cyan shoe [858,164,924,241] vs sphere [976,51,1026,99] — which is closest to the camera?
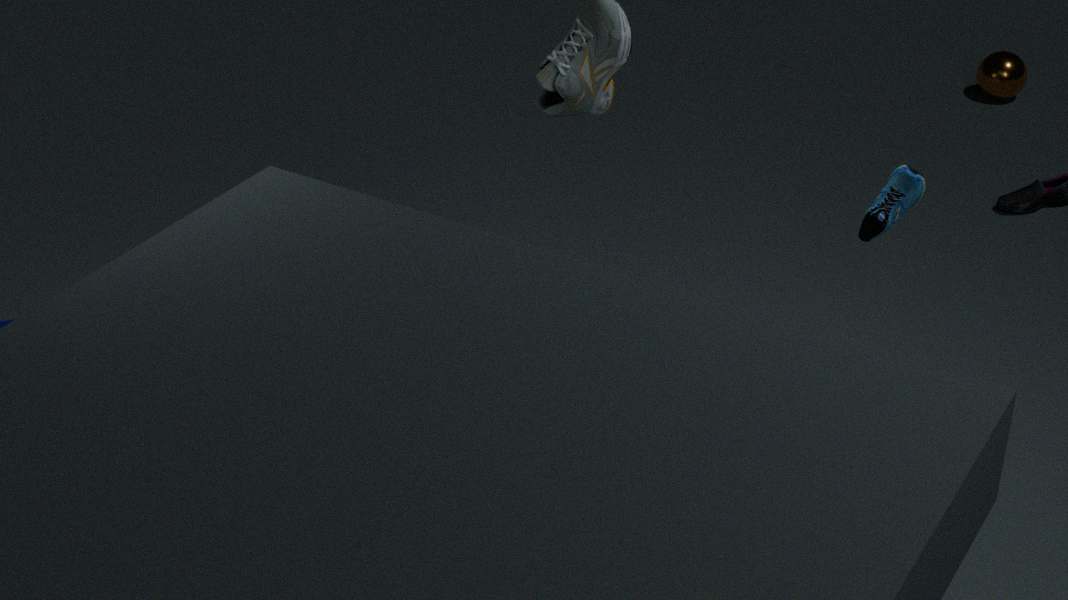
cyan shoe [858,164,924,241]
